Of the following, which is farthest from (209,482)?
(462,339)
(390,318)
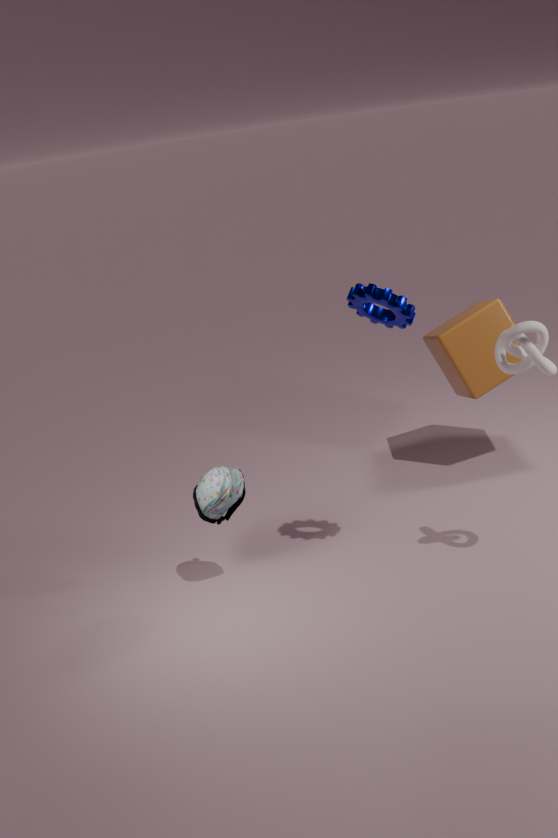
(462,339)
